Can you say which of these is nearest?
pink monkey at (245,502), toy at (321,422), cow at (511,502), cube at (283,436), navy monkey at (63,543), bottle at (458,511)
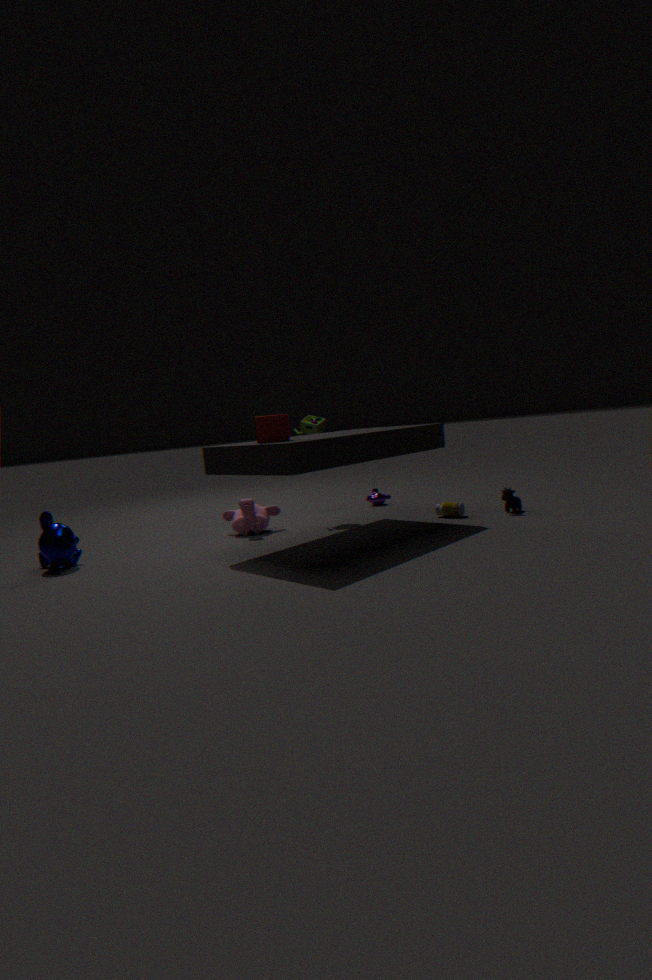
cube at (283,436)
